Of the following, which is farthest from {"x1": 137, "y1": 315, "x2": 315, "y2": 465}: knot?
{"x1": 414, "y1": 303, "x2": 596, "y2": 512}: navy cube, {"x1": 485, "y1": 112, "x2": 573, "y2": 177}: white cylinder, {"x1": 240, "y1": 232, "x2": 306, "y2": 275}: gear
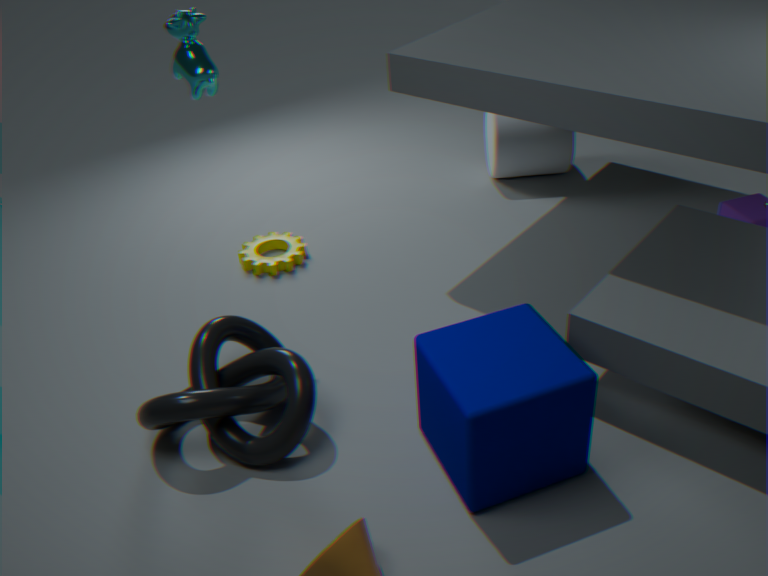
{"x1": 485, "y1": 112, "x2": 573, "y2": 177}: white cylinder
